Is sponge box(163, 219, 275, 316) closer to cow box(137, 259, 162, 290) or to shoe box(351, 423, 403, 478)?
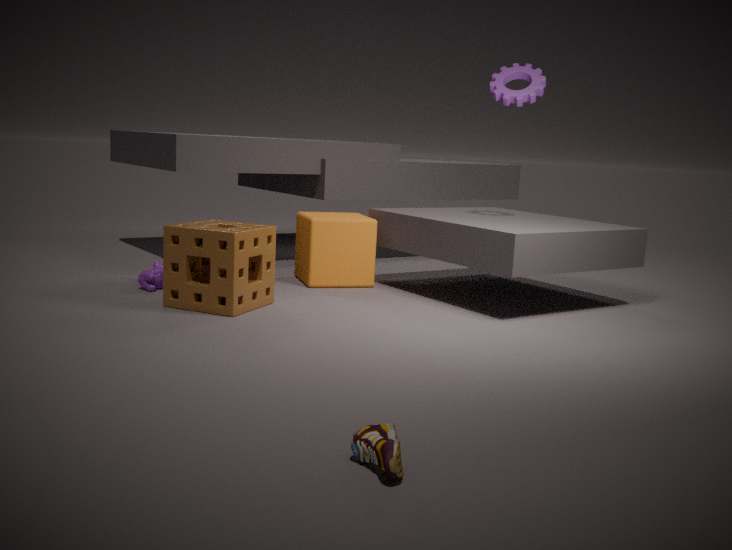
cow box(137, 259, 162, 290)
